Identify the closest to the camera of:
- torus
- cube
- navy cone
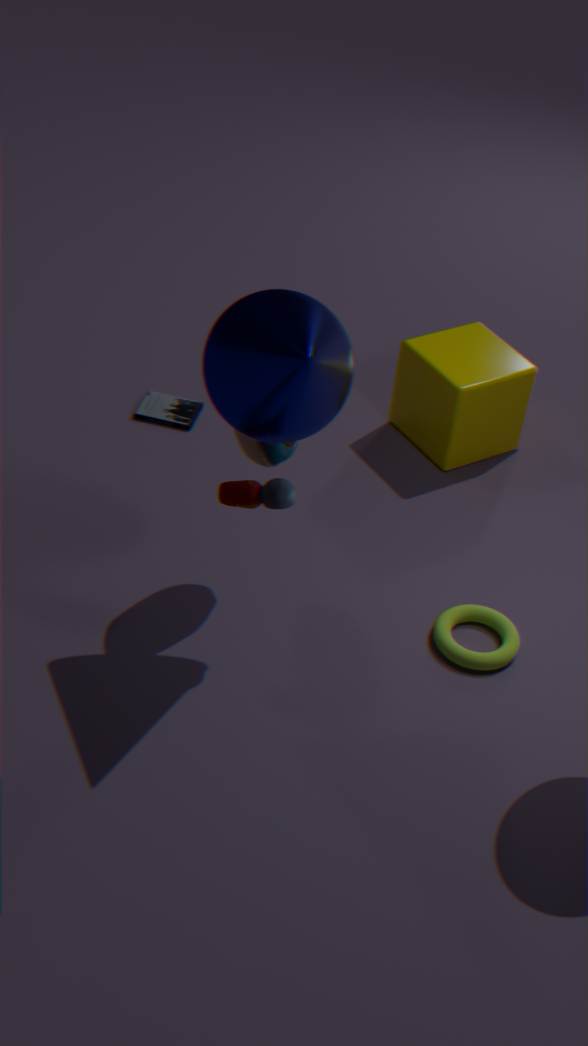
navy cone
